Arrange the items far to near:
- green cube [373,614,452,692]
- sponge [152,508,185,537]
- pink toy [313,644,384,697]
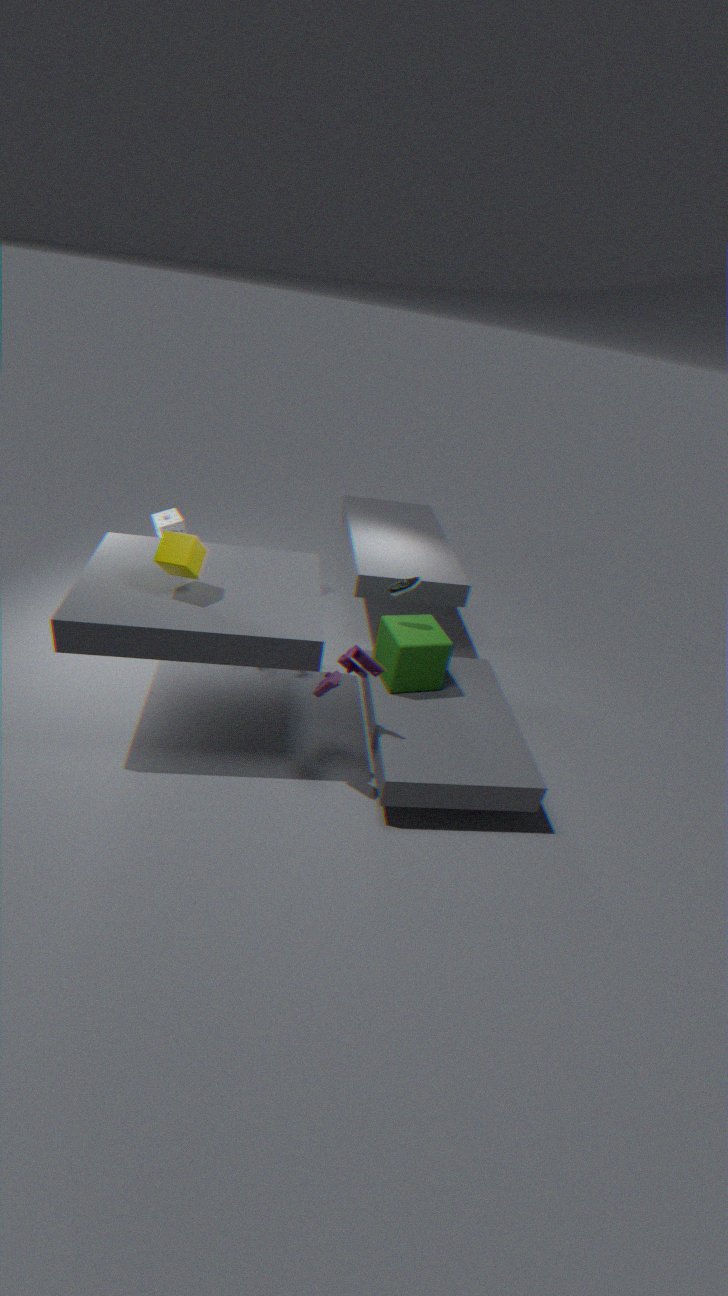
sponge [152,508,185,537] < green cube [373,614,452,692] < pink toy [313,644,384,697]
